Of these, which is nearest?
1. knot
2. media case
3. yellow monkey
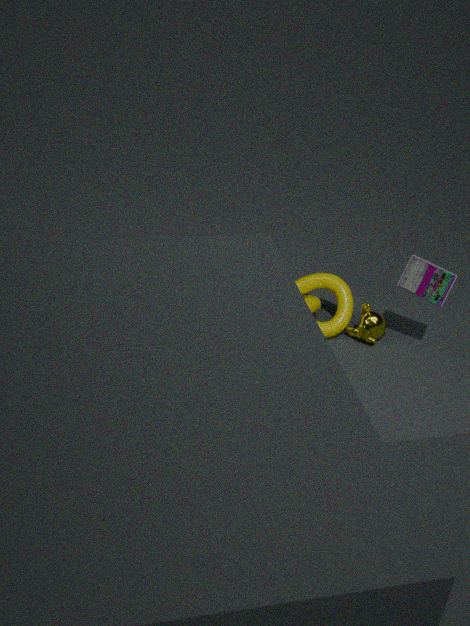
media case
